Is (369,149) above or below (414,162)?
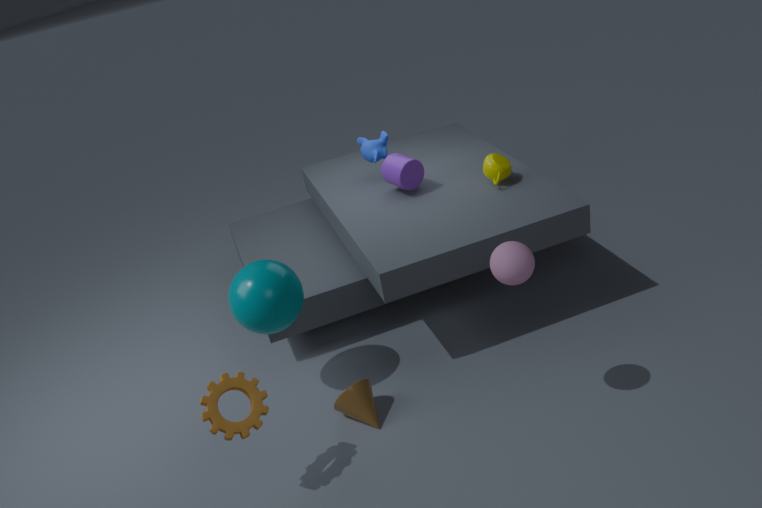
above
